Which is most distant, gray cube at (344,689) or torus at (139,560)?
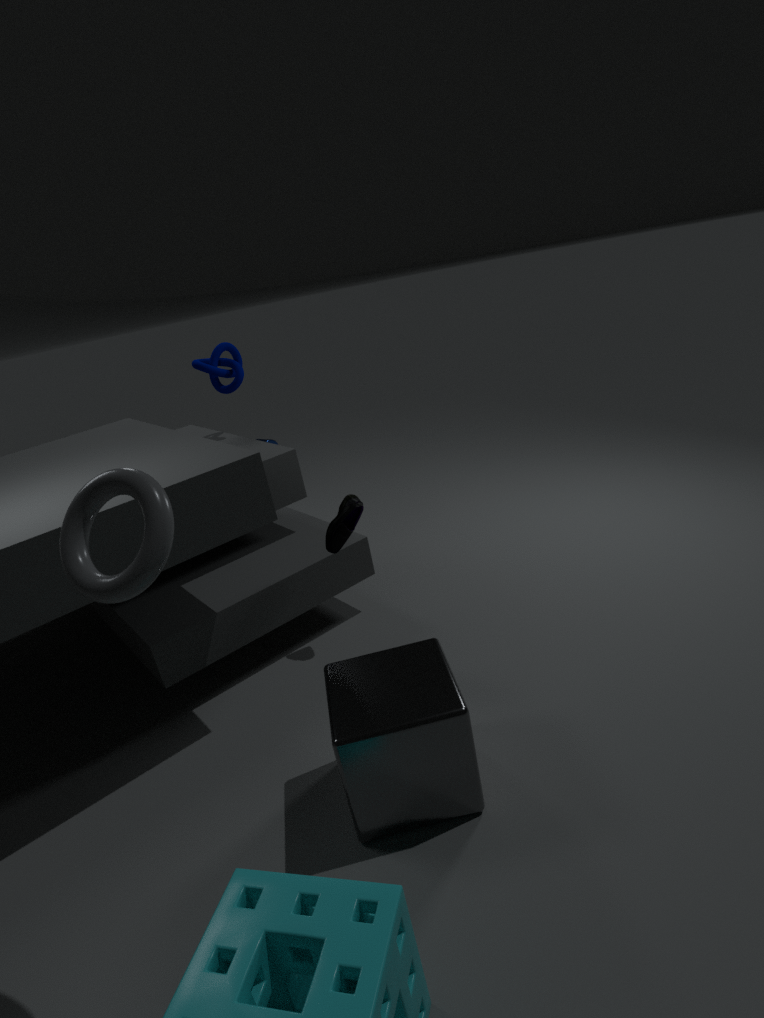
gray cube at (344,689)
